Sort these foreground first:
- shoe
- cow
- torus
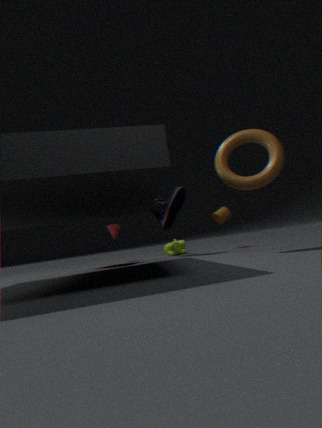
torus, shoe, cow
